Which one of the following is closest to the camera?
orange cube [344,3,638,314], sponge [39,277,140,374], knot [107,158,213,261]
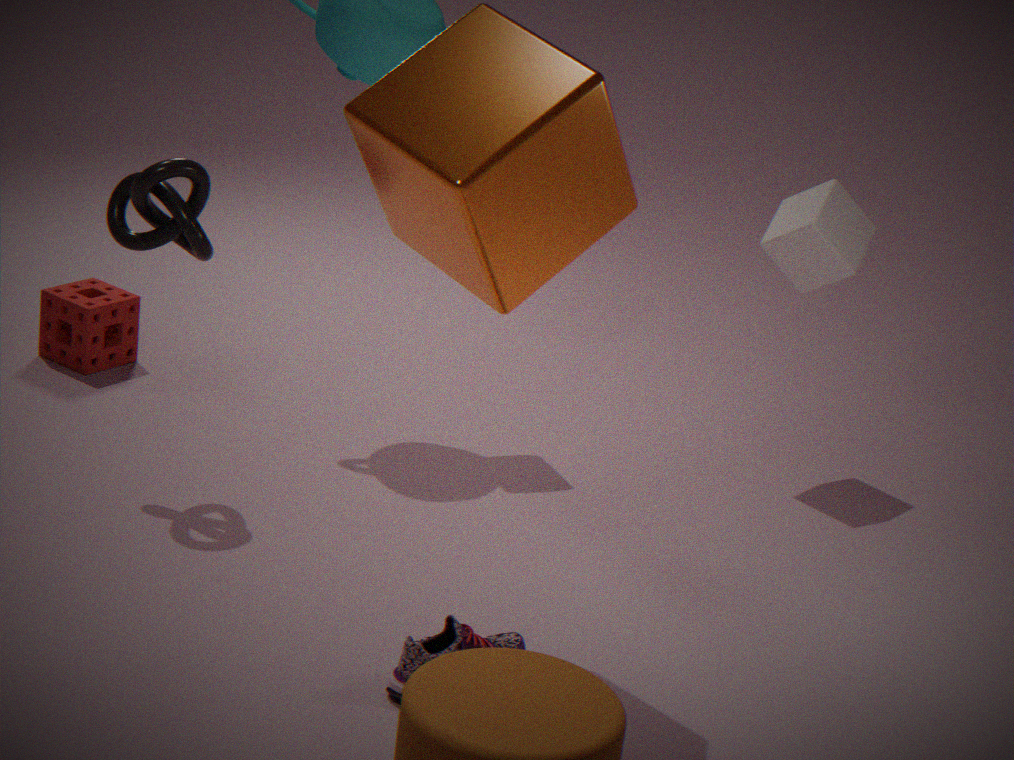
orange cube [344,3,638,314]
